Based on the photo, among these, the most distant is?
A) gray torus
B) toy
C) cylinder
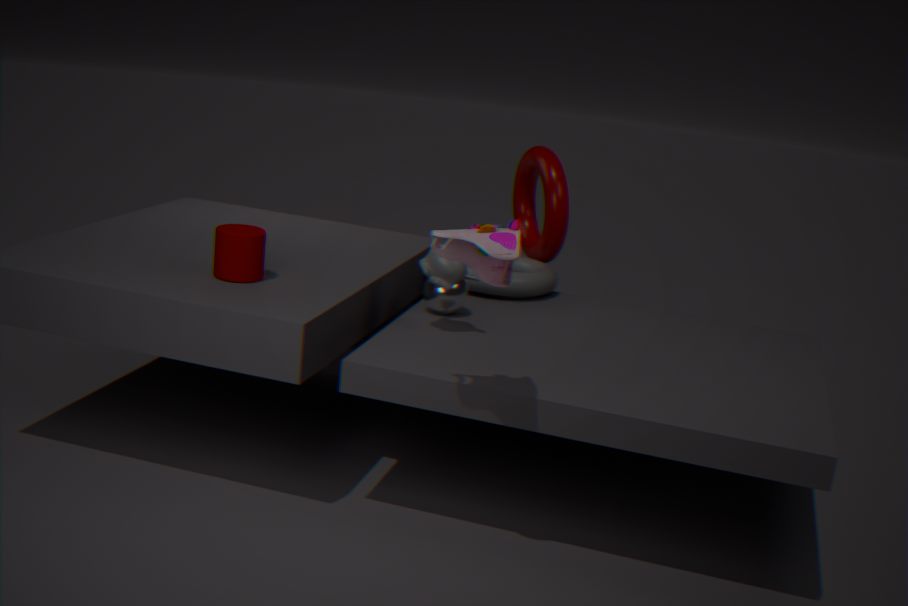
gray torus
